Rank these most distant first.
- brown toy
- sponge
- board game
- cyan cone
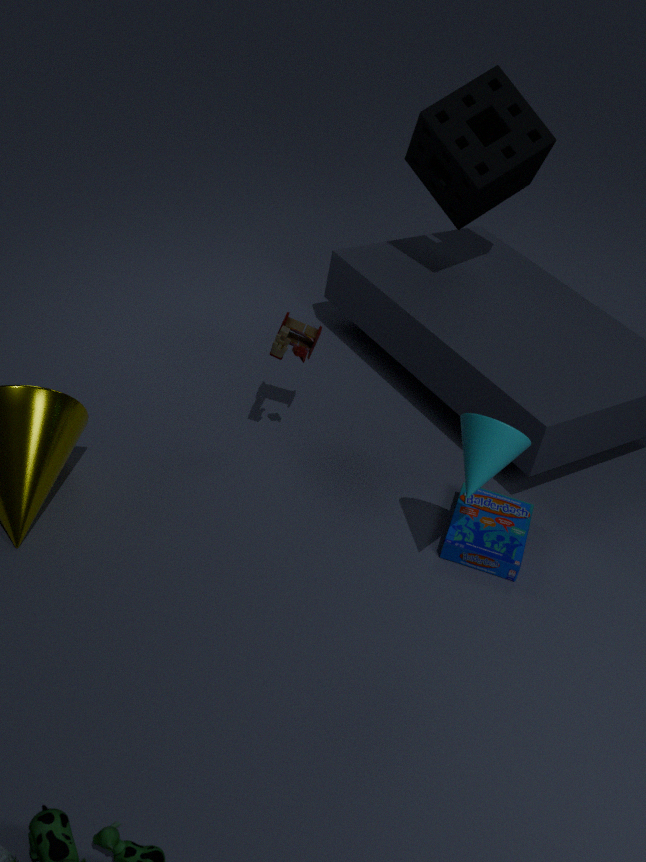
1. sponge
2. brown toy
3. board game
4. cyan cone
